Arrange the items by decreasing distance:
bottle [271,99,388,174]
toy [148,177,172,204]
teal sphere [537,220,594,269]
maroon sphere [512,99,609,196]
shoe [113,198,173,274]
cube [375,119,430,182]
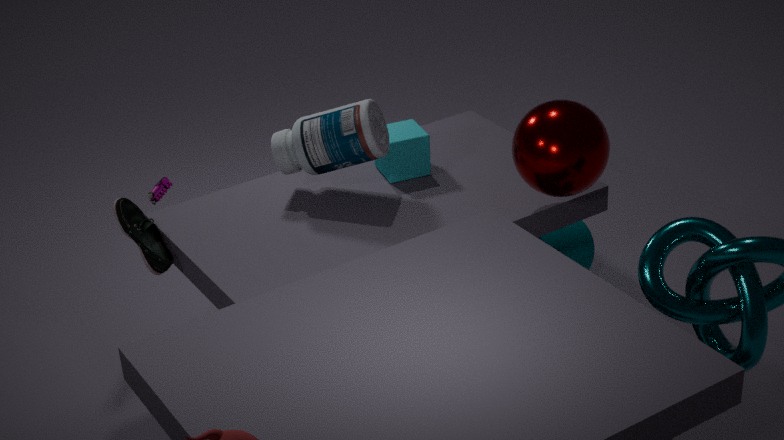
teal sphere [537,220,594,269] → toy [148,177,172,204] → cube [375,119,430,182] → bottle [271,99,388,174] → shoe [113,198,173,274] → maroon sphere [512,99,609,196]
